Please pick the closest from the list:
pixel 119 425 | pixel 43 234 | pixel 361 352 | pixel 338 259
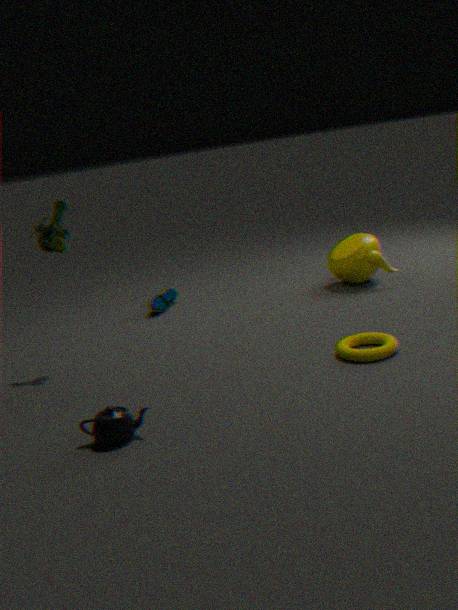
pixel 119 425
